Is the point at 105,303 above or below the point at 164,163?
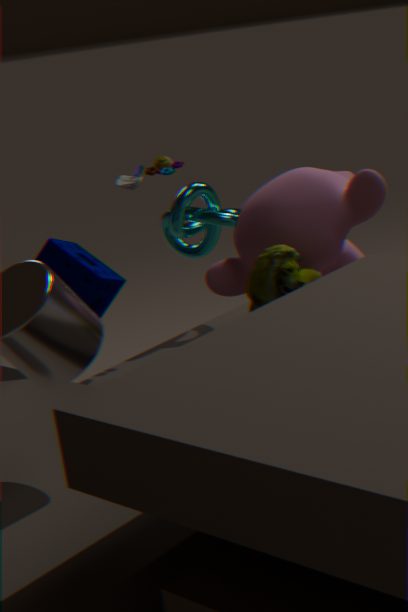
below
